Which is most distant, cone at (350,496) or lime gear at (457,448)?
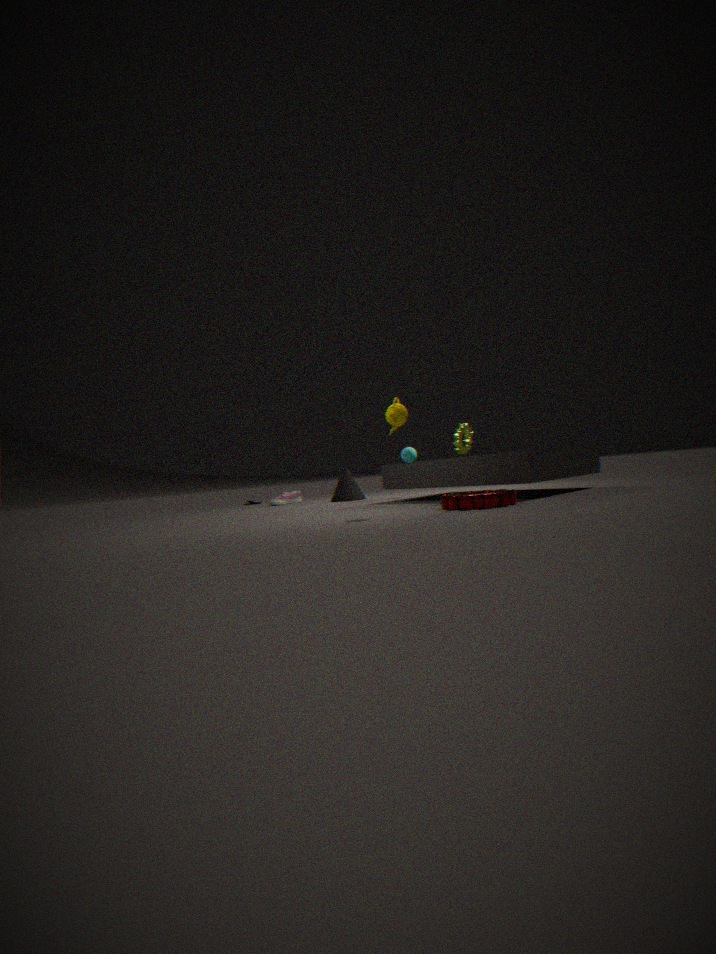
cone at (350,496)
